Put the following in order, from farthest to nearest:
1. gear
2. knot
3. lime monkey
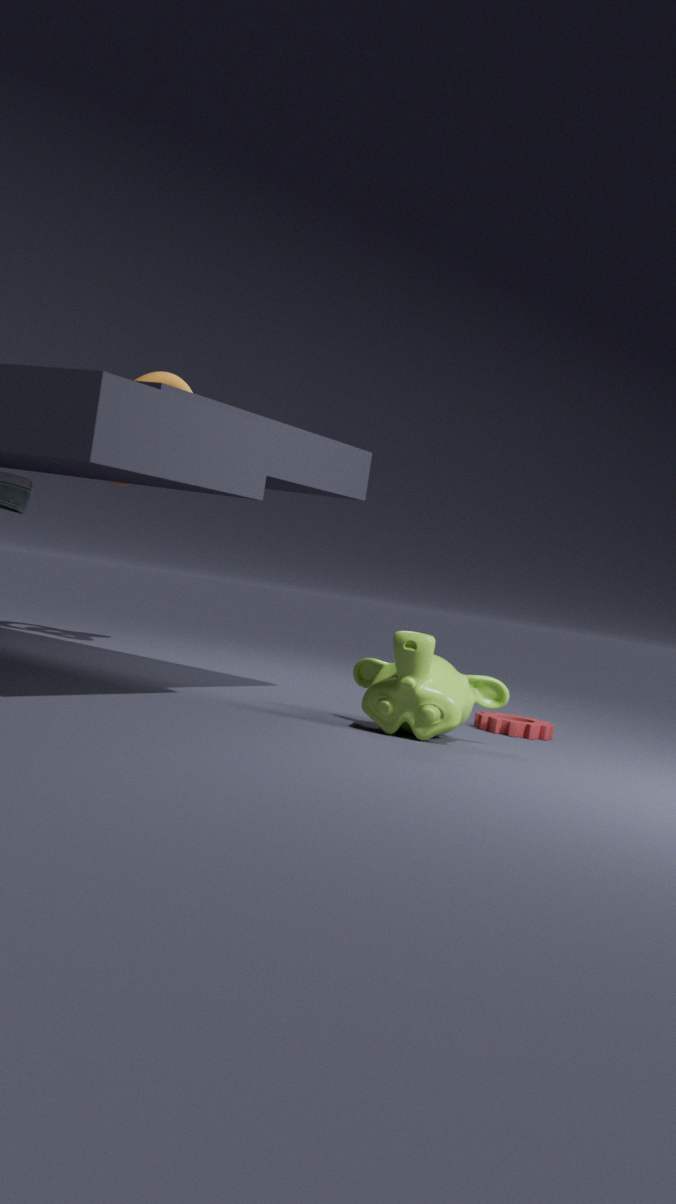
knot, gear, lime monkey
